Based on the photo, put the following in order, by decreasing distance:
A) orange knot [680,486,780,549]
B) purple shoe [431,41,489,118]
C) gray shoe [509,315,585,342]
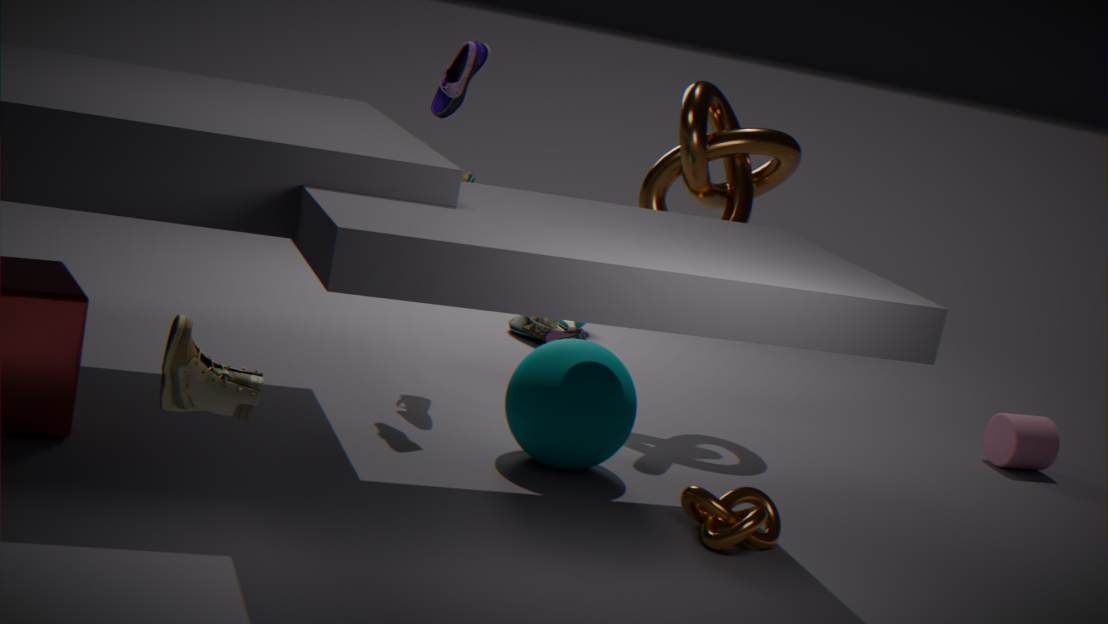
gray shoe [509,315,585,342]
purple shoe [431,41,489,118]
orange knot [680,486,780,549]
